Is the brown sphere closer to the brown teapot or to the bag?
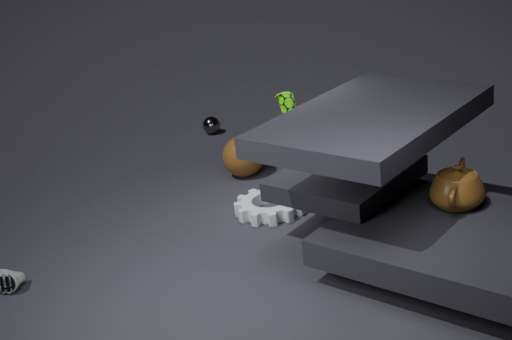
the bag
